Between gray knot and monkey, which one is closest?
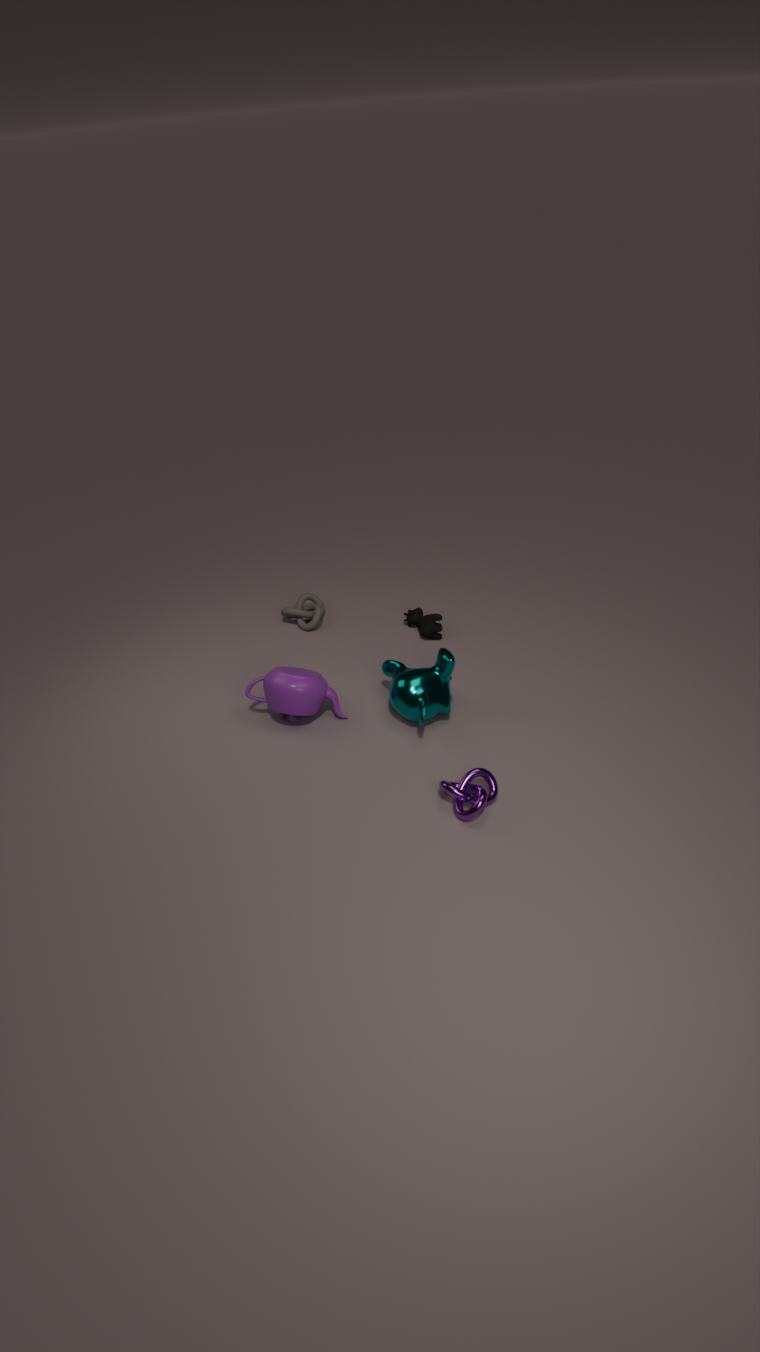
monkey
